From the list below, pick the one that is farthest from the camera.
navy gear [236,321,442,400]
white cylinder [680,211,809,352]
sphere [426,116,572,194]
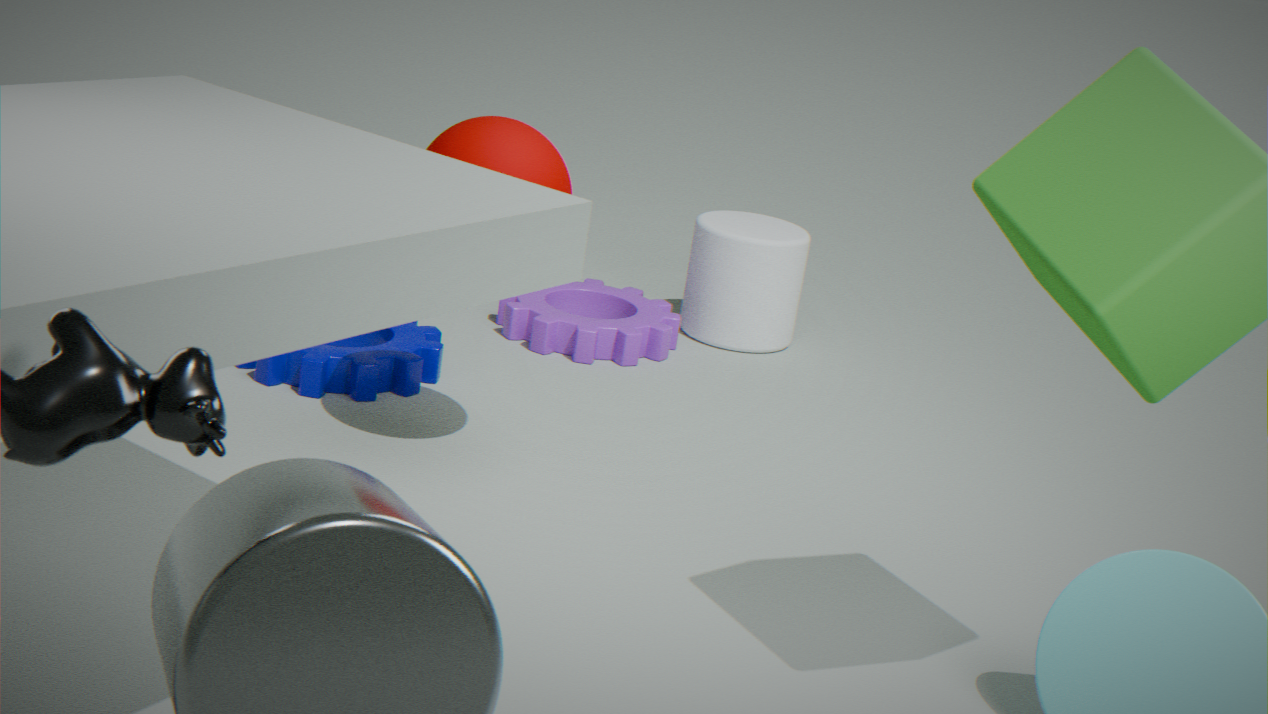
white cylinder [680,211,809,352]
